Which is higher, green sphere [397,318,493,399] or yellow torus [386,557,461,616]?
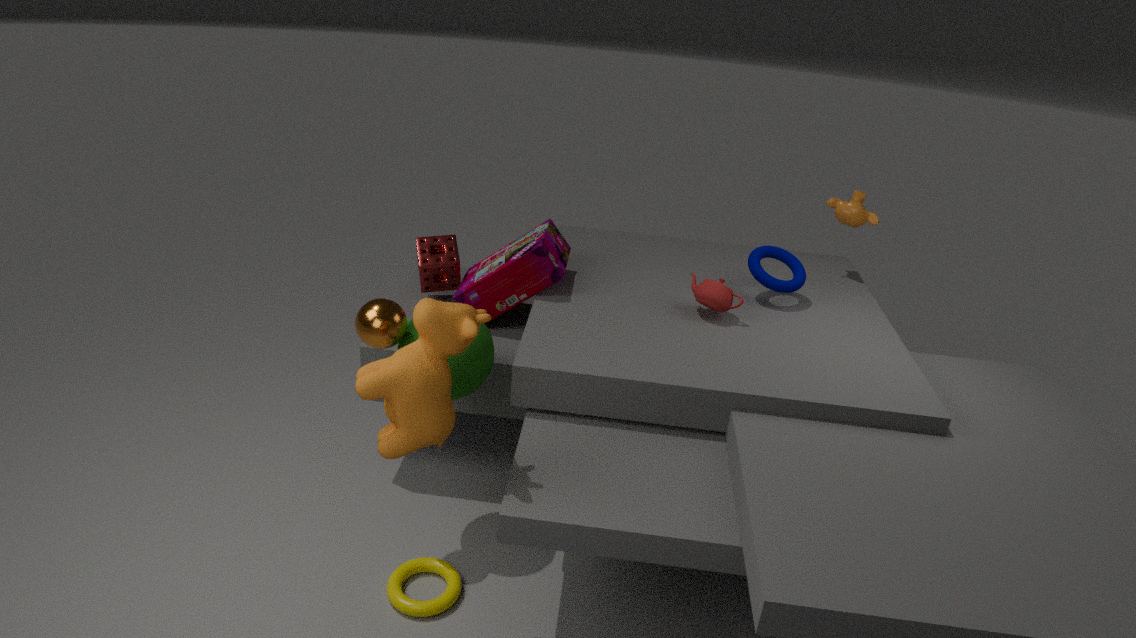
green sphere [397,318,493,399]
